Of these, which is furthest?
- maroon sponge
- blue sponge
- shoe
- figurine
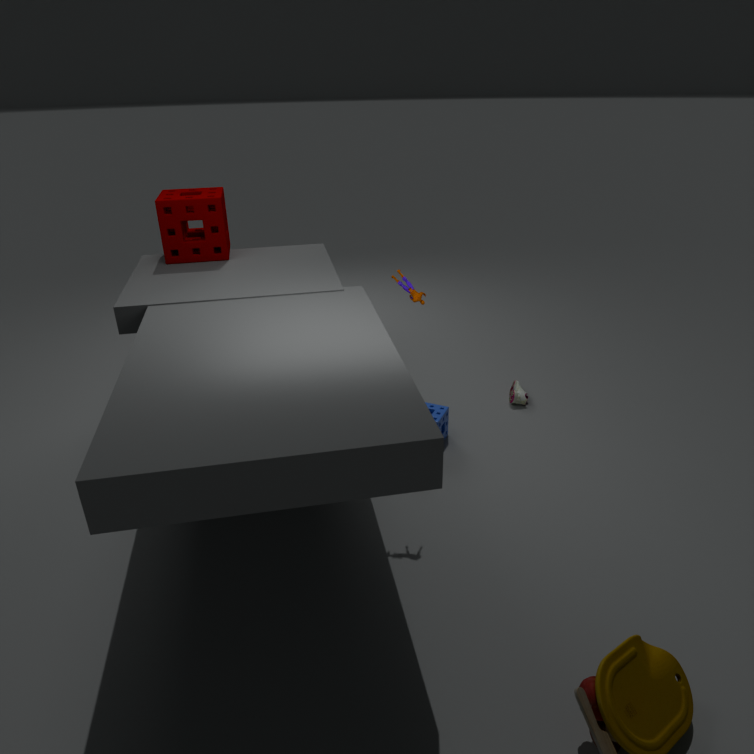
shoe
